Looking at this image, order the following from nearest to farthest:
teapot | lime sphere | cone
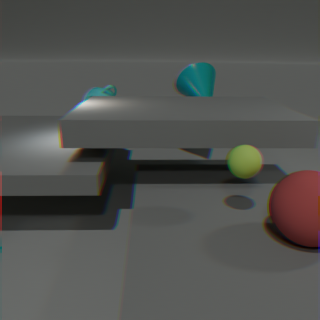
lime sphere → cone → teapot
